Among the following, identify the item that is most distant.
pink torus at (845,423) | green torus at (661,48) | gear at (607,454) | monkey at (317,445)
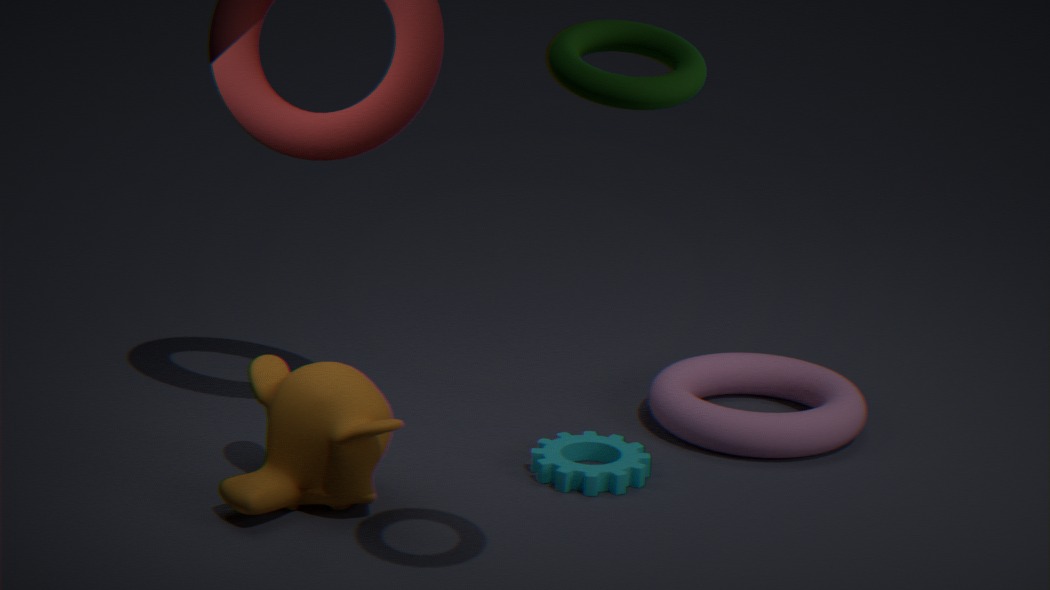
pink torus at (845,423)
